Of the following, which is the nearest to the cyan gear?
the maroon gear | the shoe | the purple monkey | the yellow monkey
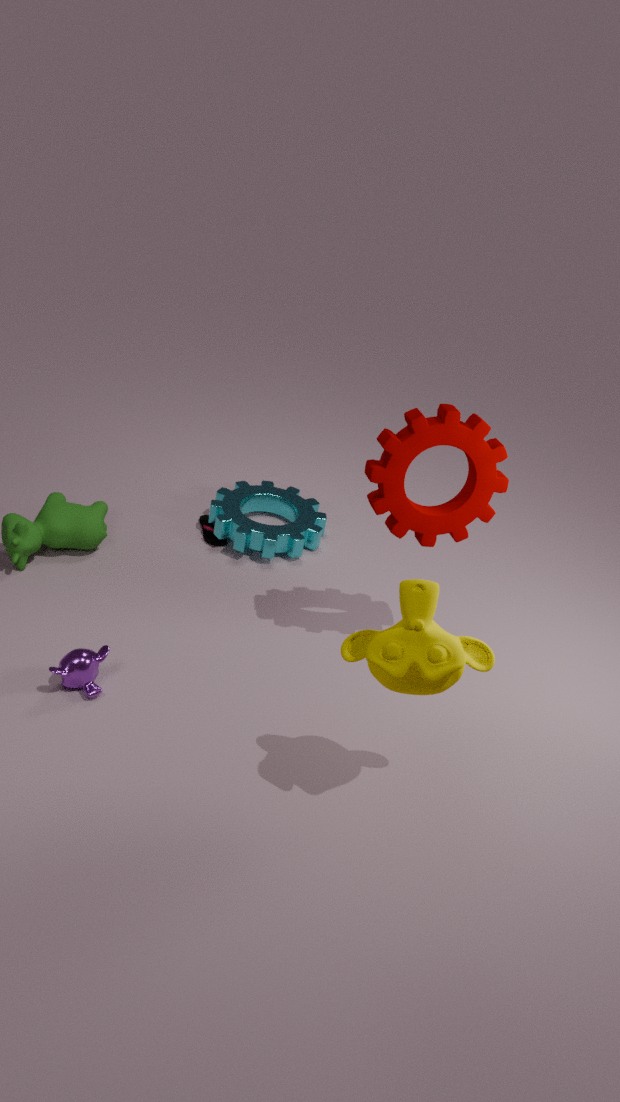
the shoe
